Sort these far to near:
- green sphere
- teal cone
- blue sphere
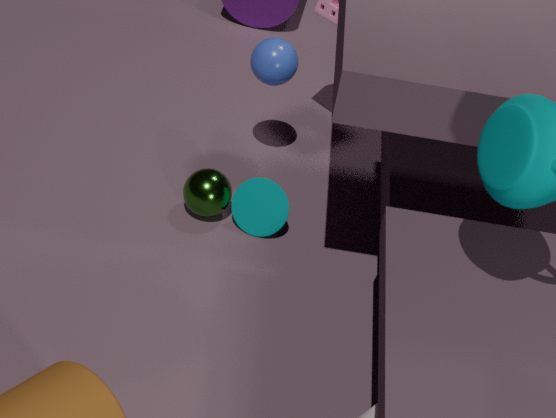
blue sphere
teal cone
green sphere
